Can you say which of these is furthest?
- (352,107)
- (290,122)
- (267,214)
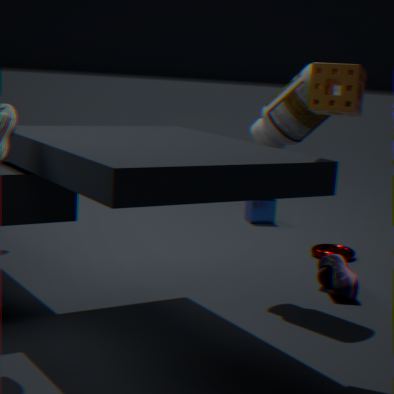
(267,214)
